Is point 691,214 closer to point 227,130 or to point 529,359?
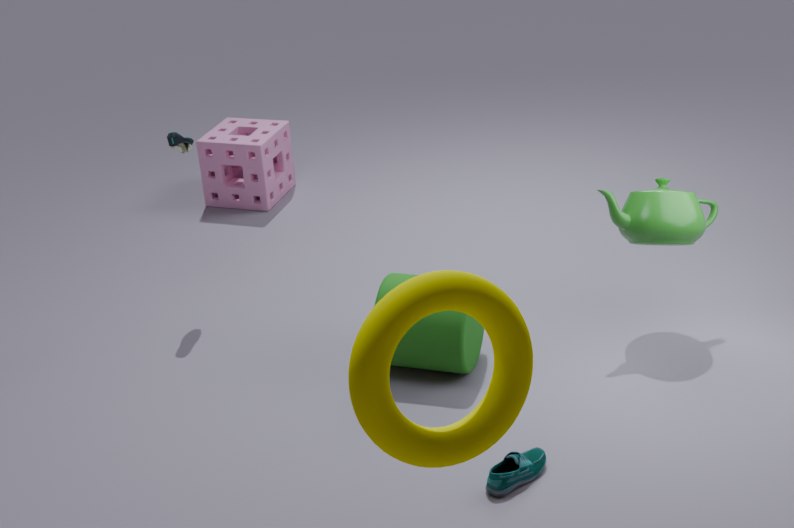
point 529,359
